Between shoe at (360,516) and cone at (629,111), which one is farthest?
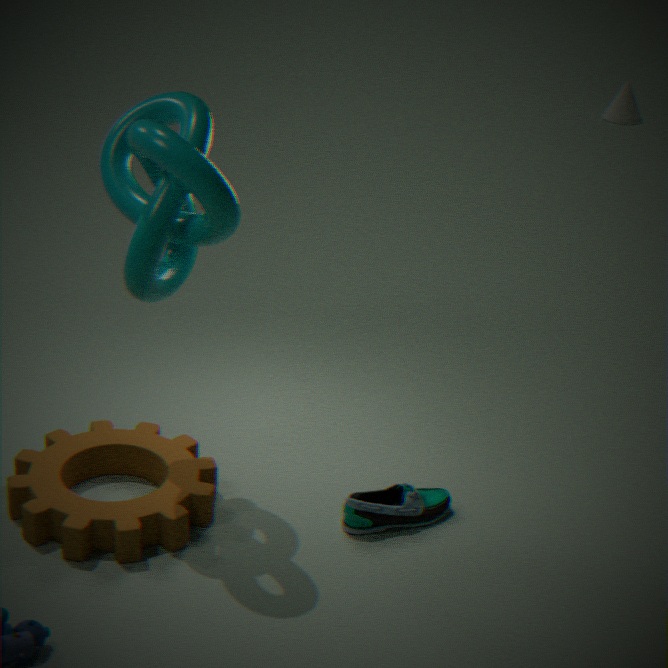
cone at (629,111)
